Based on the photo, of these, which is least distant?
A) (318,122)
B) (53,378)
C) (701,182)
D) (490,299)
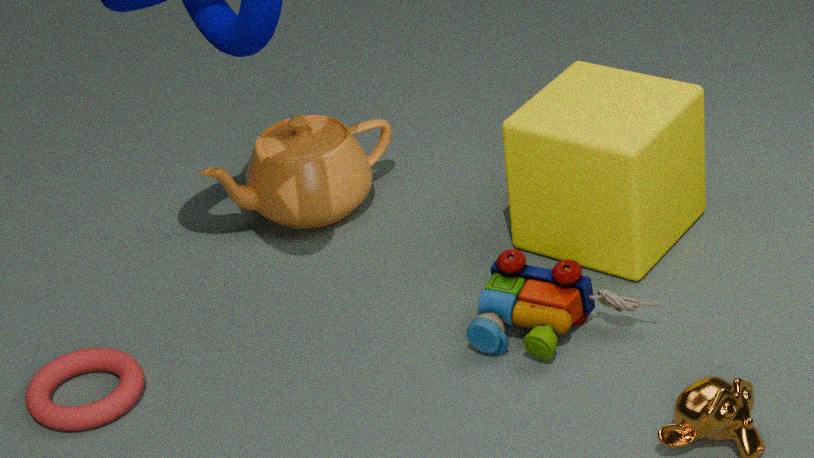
(490,299)
